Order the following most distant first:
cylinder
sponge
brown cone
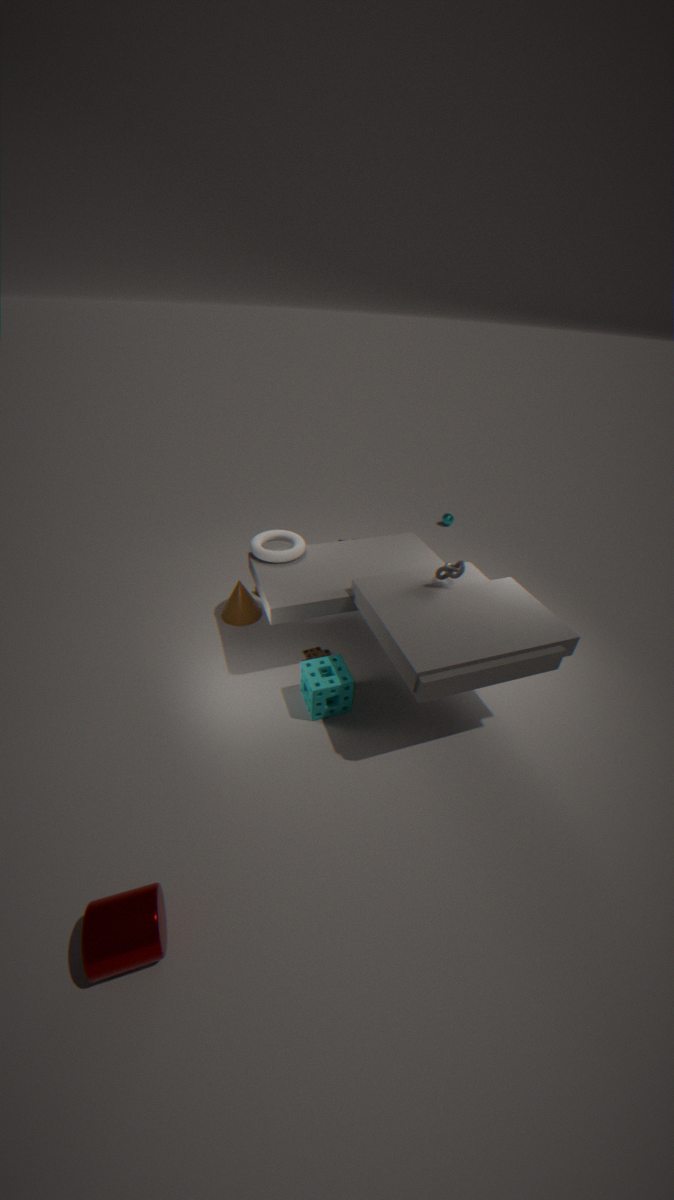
1. brown cone
2. sponge
3. cylinder
